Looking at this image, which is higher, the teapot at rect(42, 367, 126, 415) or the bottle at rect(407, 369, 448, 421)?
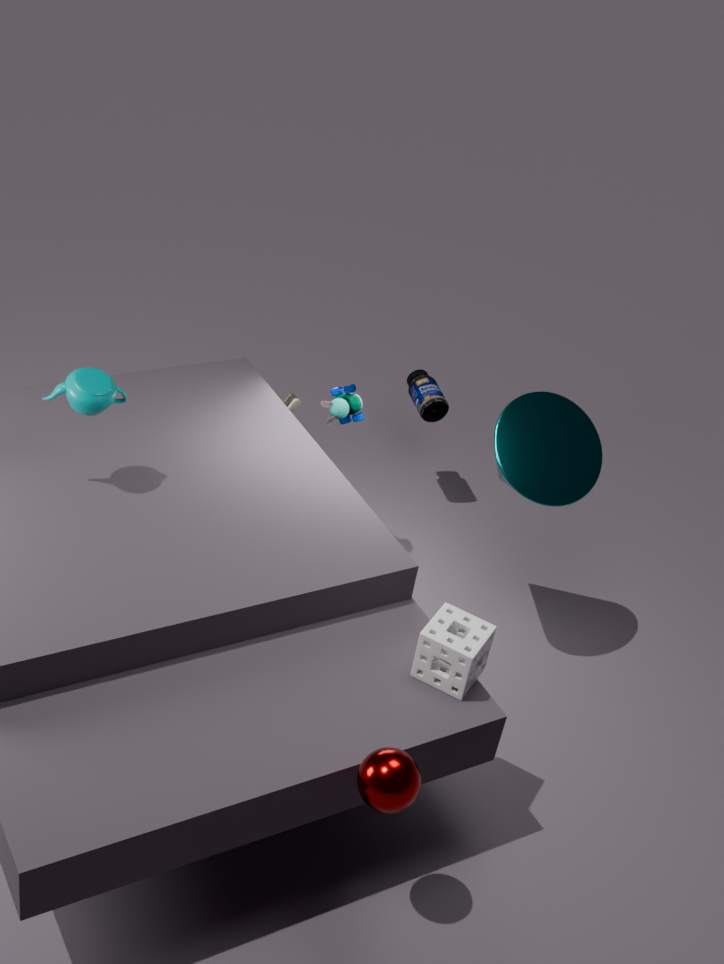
the teapot at rect(42, 367, 126, 415)
